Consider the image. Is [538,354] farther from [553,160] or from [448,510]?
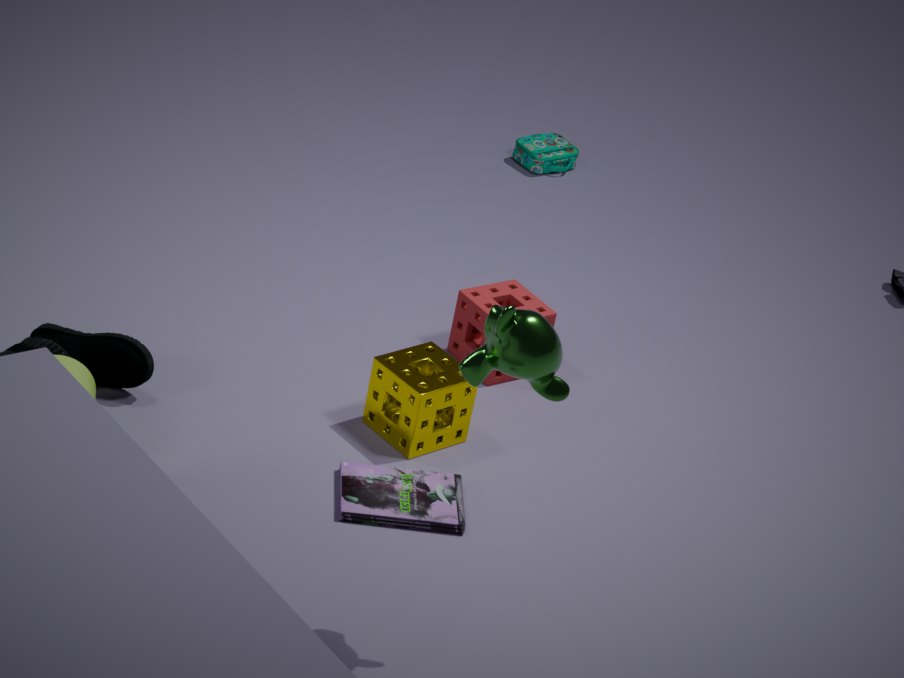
[553,160]
